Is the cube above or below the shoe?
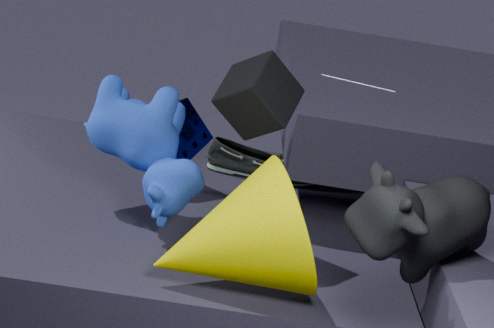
above
